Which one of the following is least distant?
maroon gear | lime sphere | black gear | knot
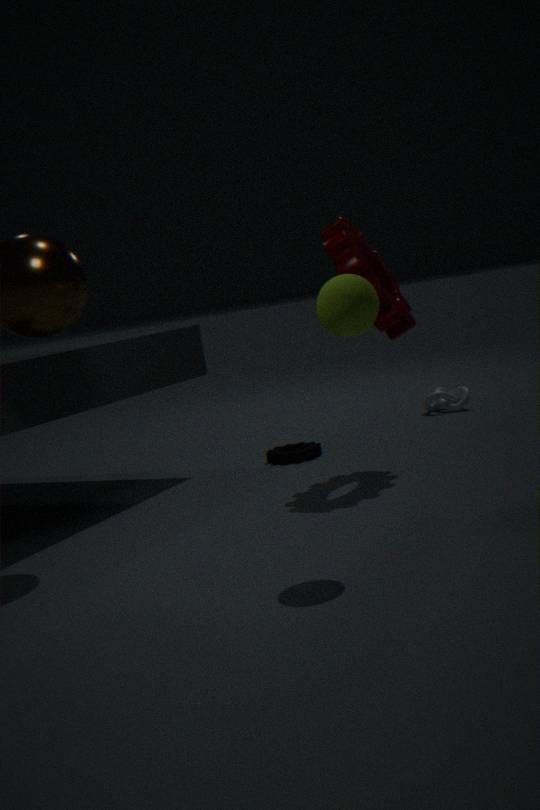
lime sphere
